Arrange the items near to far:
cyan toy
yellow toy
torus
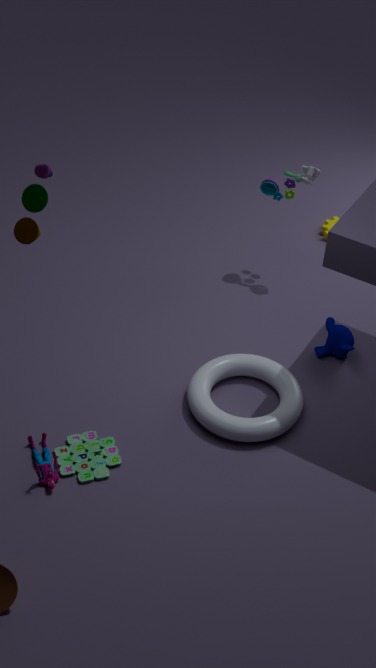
yellow toy → torus → cyan toy
